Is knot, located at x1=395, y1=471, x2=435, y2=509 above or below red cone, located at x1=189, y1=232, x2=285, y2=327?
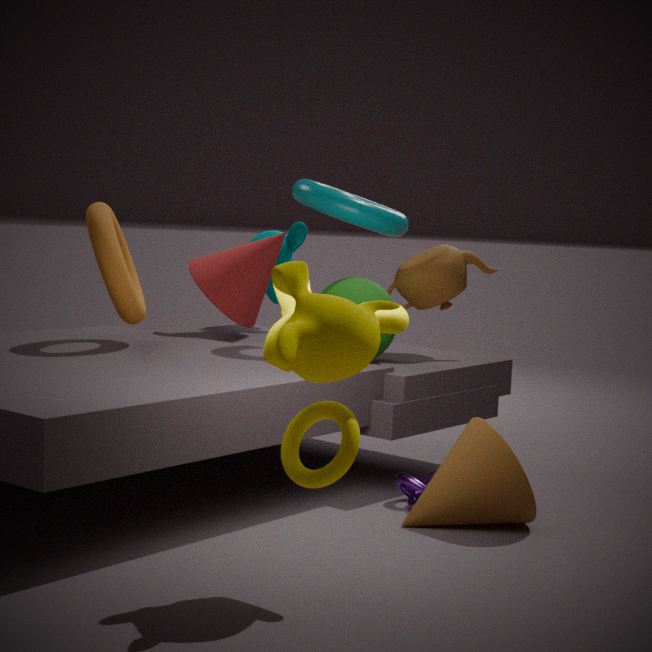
below
